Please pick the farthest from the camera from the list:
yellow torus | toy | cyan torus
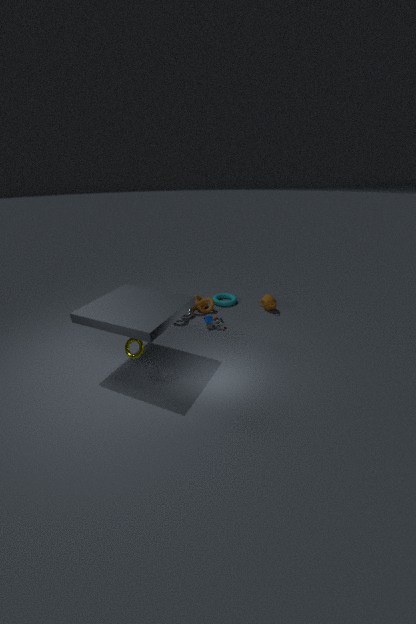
cyan torus
